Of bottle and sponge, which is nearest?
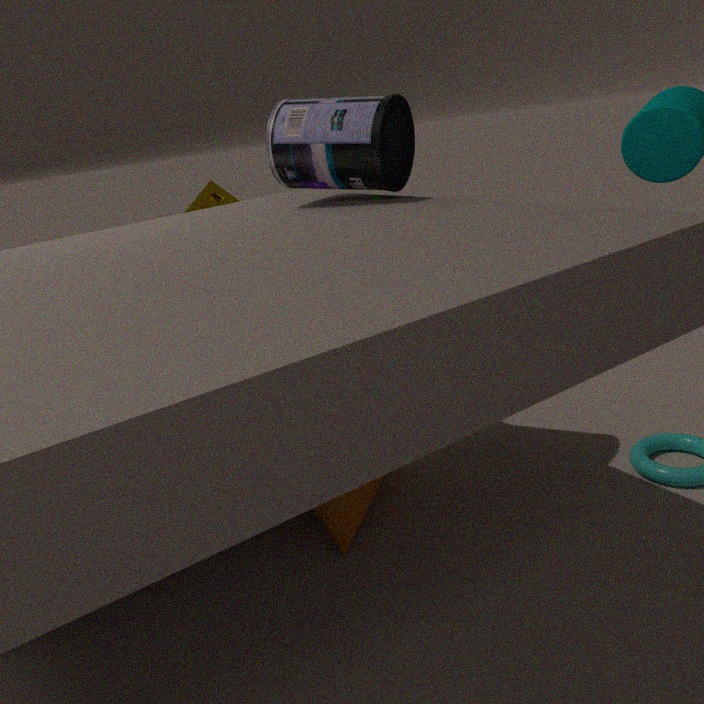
bottle
